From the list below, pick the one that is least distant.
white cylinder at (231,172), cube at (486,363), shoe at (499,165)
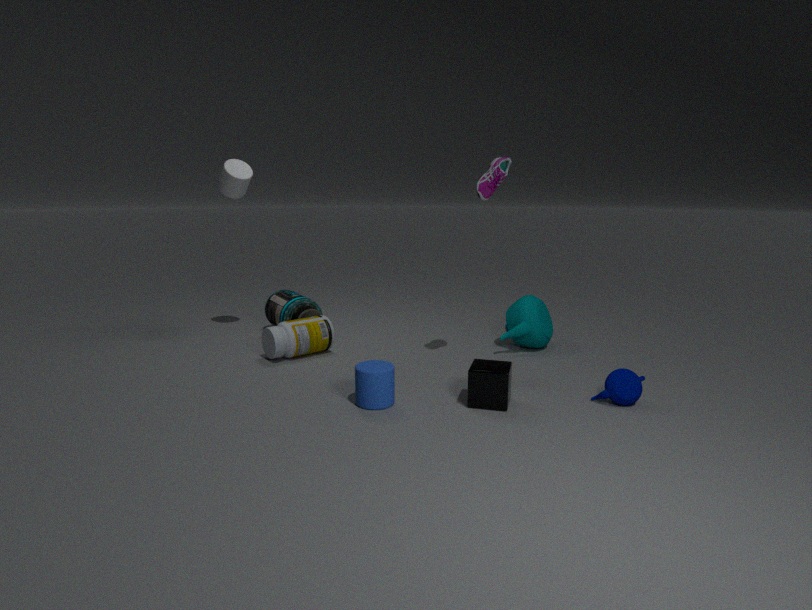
cube at (486,363)
